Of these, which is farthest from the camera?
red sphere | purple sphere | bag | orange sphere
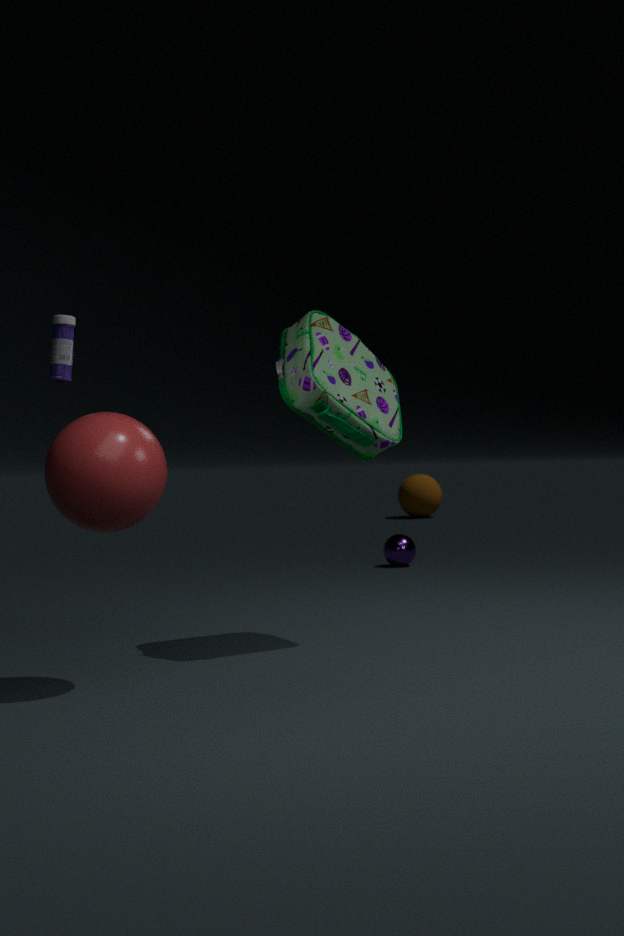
orange sphere
